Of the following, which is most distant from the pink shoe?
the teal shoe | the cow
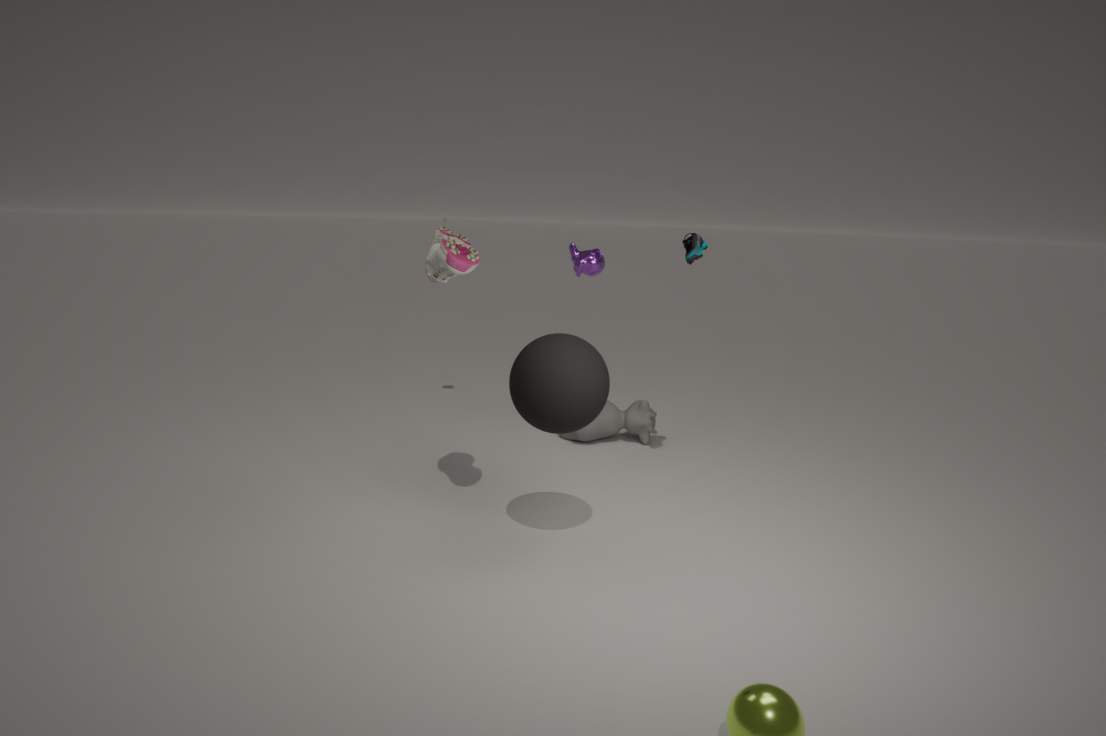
the cow
